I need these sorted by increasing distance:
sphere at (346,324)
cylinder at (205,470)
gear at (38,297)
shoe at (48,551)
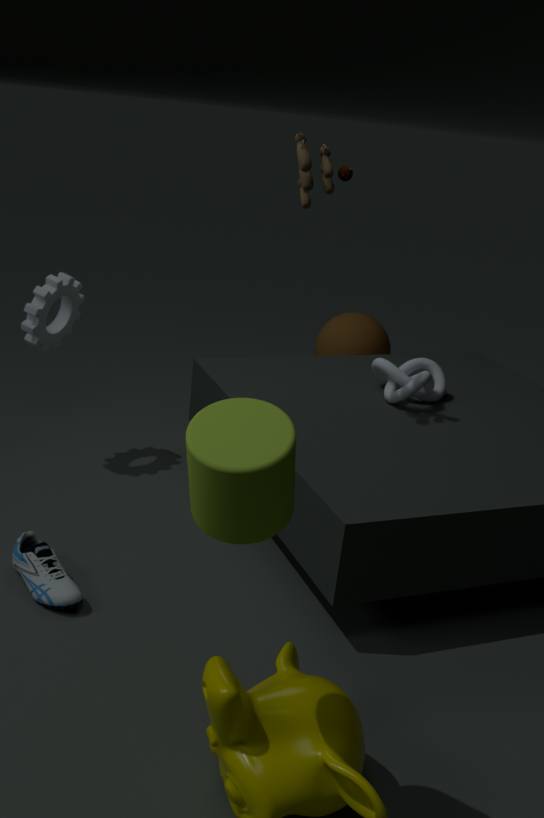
cylinder at (205,470) < shoe at (48,551) < gear at (38,297) < sphere at (346,324)
